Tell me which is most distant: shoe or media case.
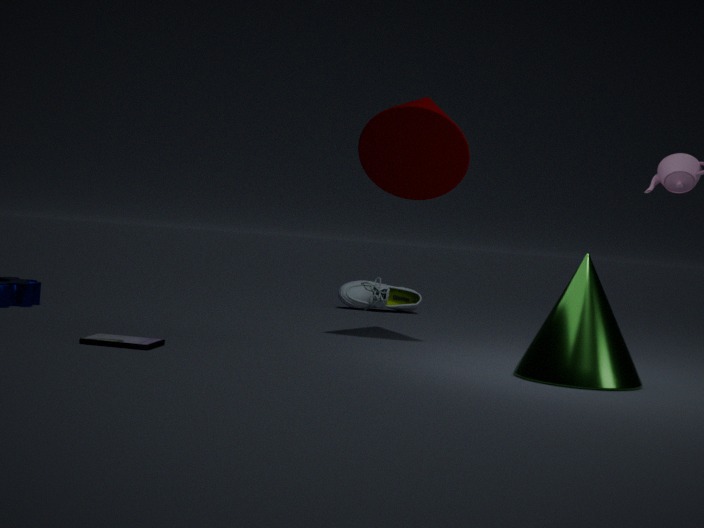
shoe
